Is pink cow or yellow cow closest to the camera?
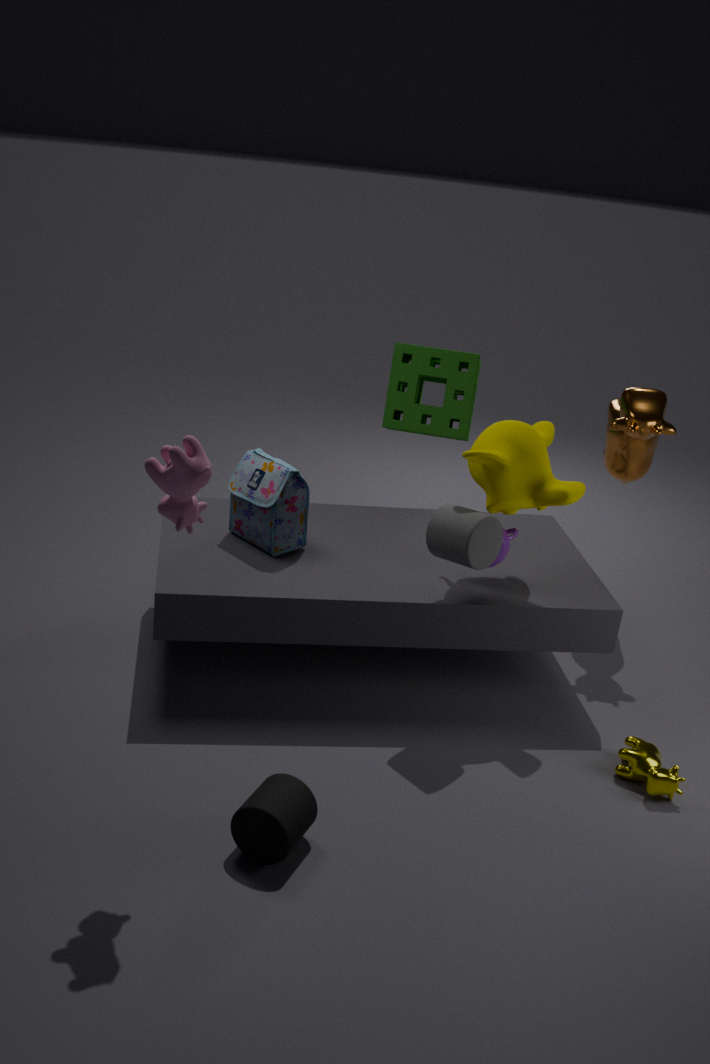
pink cow
